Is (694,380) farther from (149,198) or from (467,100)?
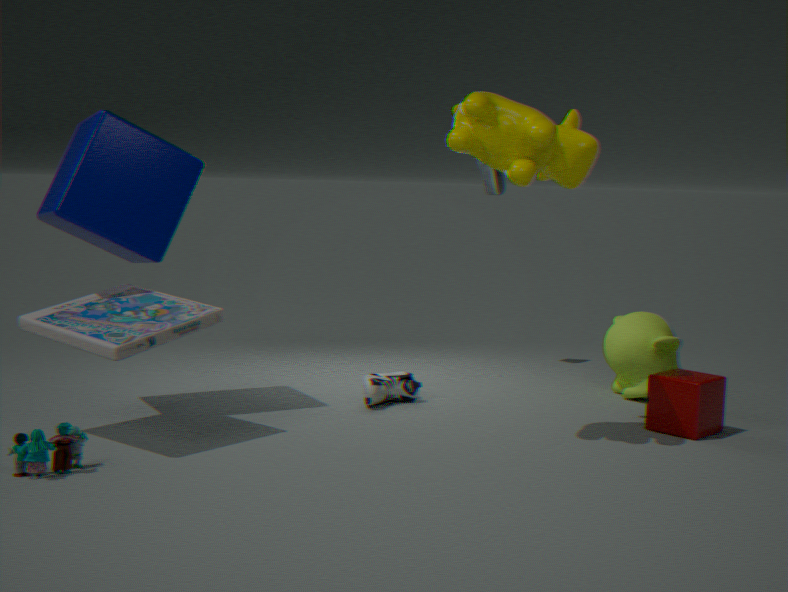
(149,198)
